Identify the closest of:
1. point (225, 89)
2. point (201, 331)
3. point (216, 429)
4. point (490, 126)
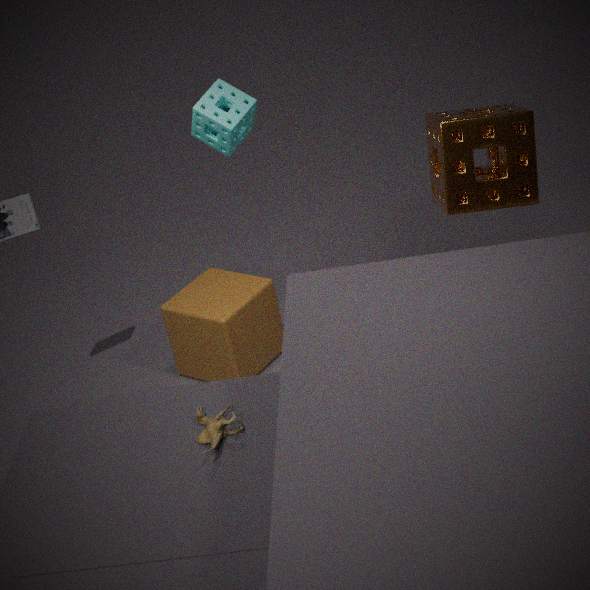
point (216, 429)
